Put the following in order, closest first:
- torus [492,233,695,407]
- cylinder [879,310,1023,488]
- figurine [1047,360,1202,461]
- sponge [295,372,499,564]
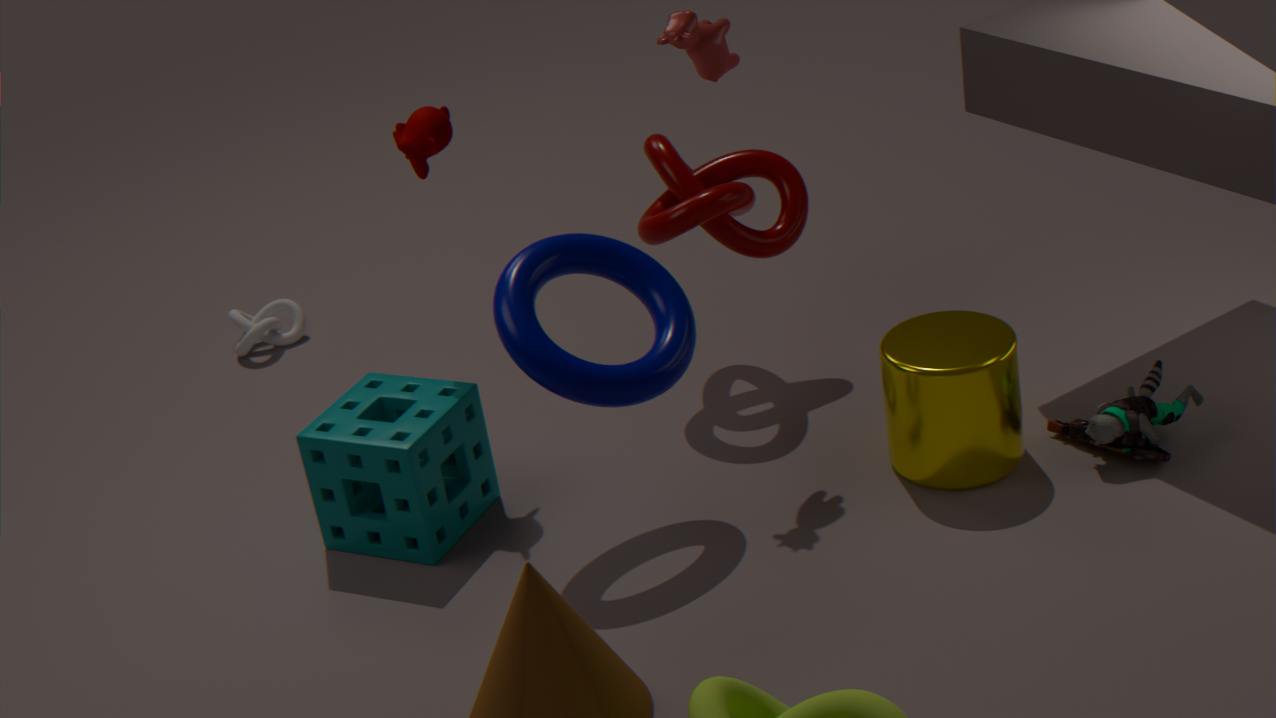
torus [492,233,695,407]
cylinder [879,310,1023,488]
figurine [1047,360,1202,461]
sponge [295,372,499,564]
